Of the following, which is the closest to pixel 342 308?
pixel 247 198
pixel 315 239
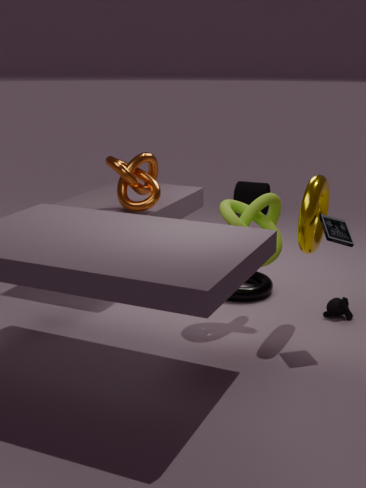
pixel 315 239
